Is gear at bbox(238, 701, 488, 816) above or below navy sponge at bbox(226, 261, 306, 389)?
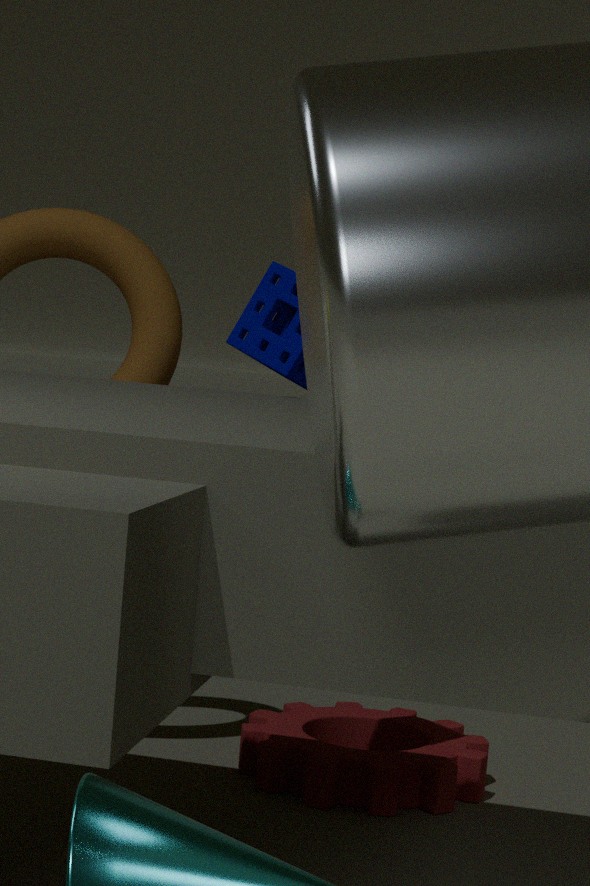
below
